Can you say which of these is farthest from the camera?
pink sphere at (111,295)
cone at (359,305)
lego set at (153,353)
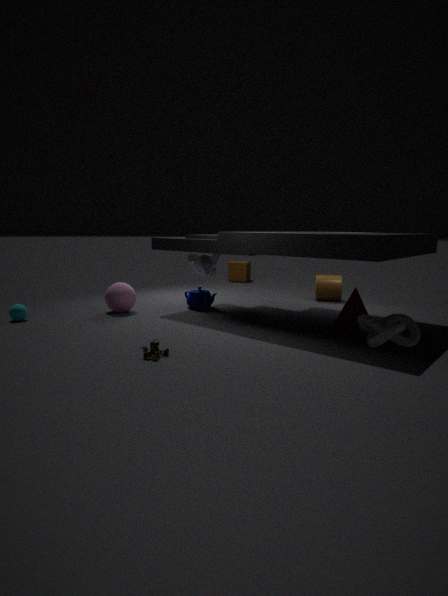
pink sphere at (111,295)
